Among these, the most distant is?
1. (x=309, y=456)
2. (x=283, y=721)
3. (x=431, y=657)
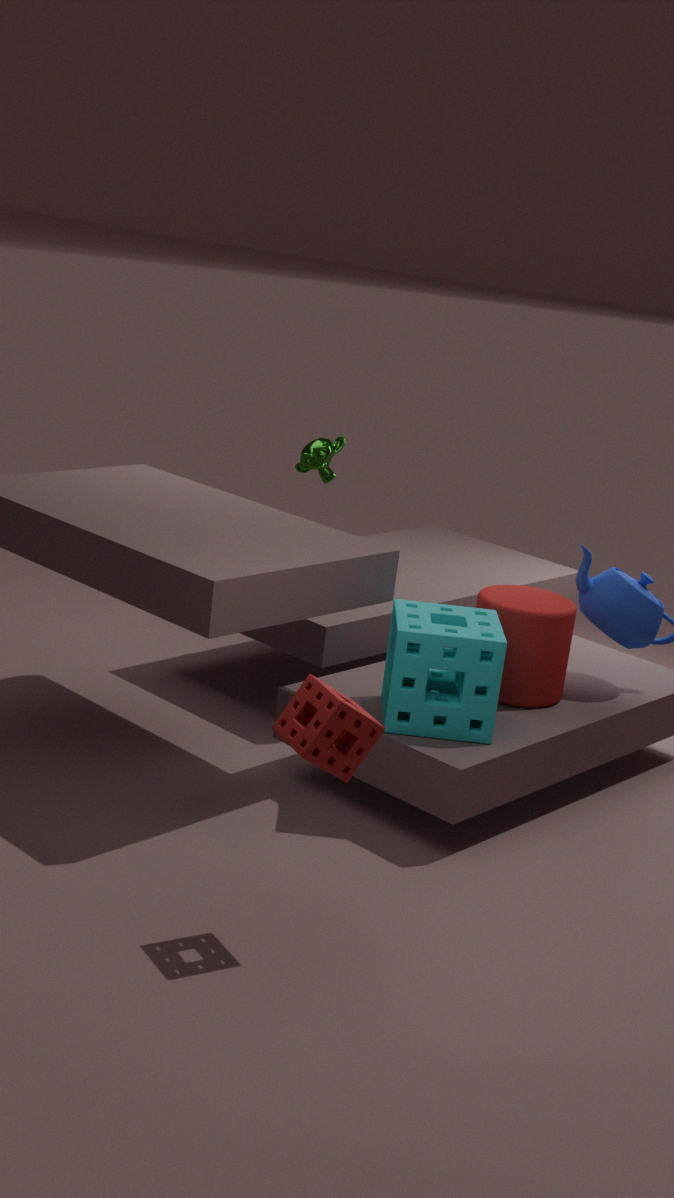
(x=309, y=456)
